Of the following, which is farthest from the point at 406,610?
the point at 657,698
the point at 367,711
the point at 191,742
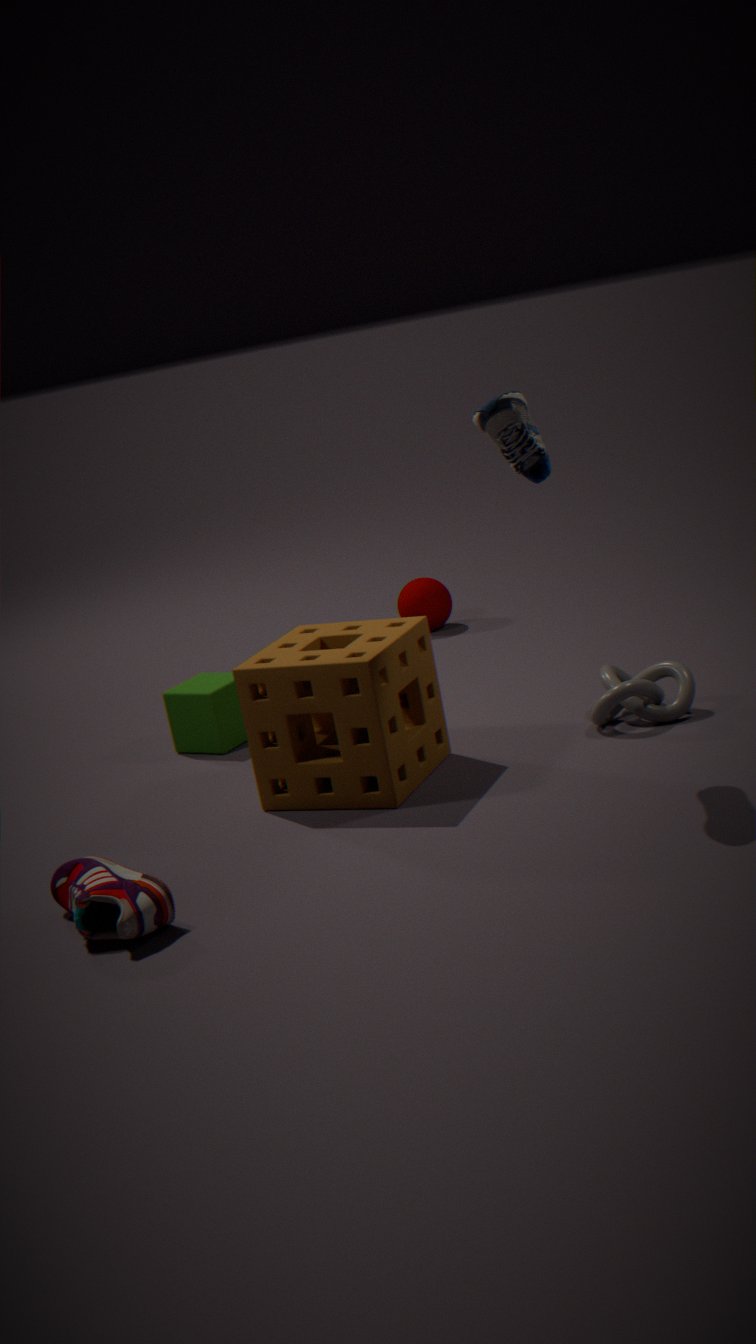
the point at 367,711
